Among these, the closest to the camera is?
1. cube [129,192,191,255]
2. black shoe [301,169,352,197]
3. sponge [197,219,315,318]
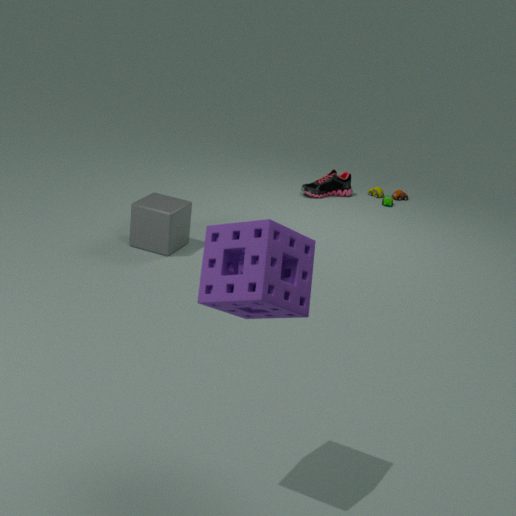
sponge [197,219,315,318]
